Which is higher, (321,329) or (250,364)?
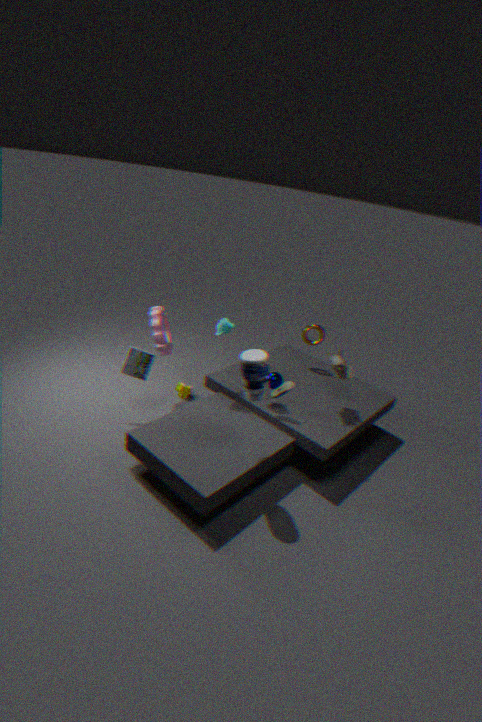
(250,364)
